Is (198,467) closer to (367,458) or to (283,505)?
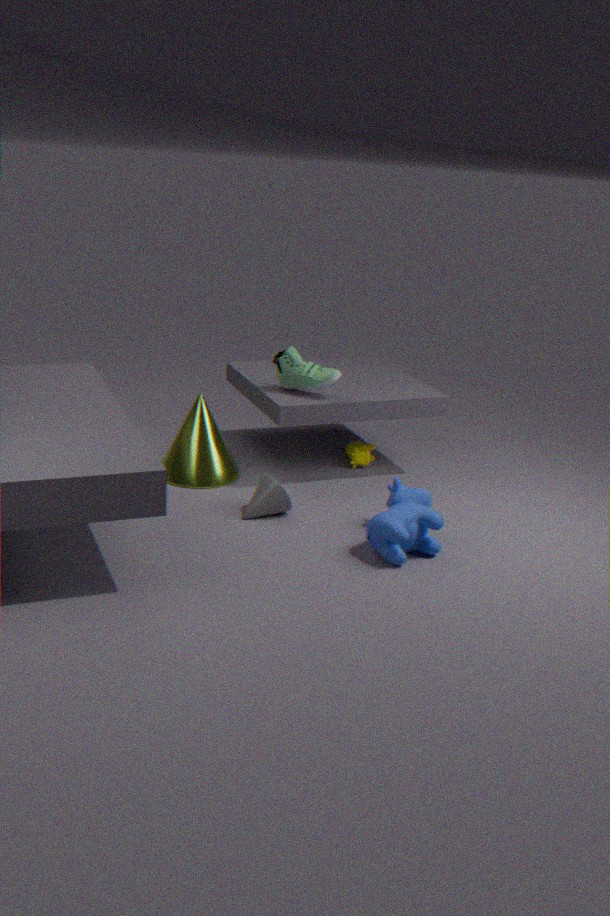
(283,505)
